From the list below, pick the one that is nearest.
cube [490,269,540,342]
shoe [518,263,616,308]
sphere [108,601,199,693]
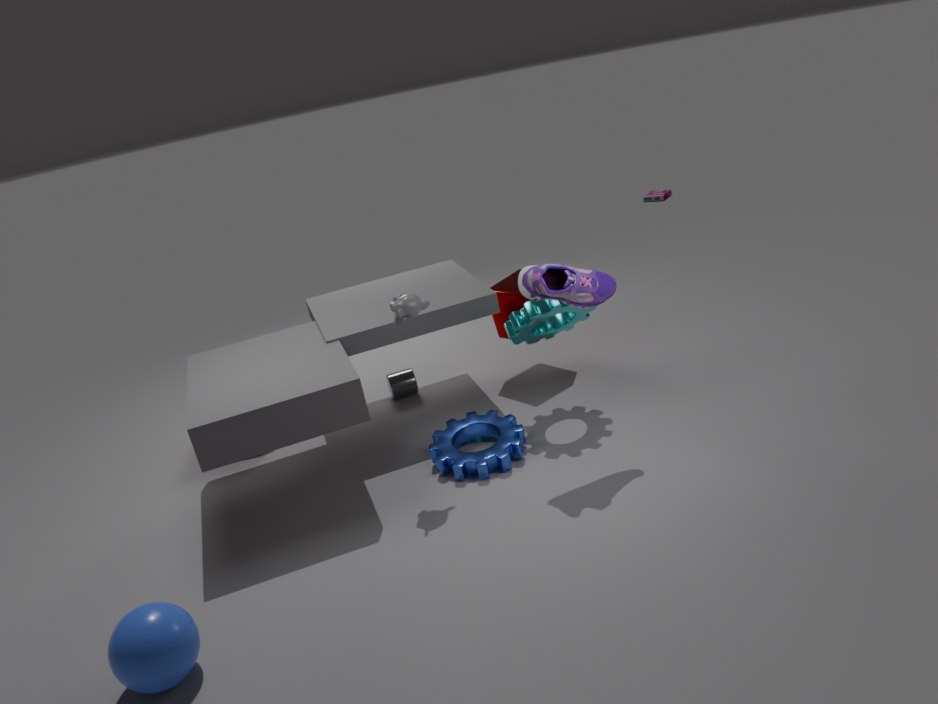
sphere [108,601,199,693]
